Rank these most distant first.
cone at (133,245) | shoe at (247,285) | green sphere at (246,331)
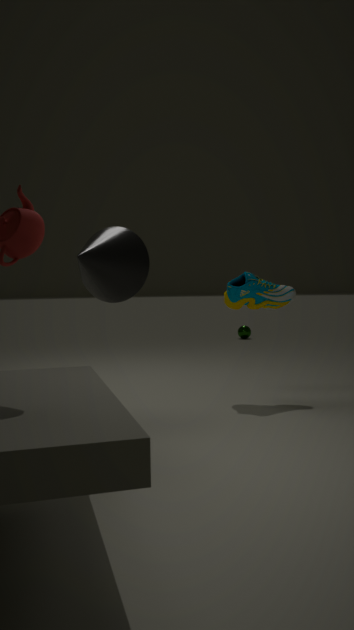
green sphere at (246,331) < shoe at (247,285) < cone at (133,245)
